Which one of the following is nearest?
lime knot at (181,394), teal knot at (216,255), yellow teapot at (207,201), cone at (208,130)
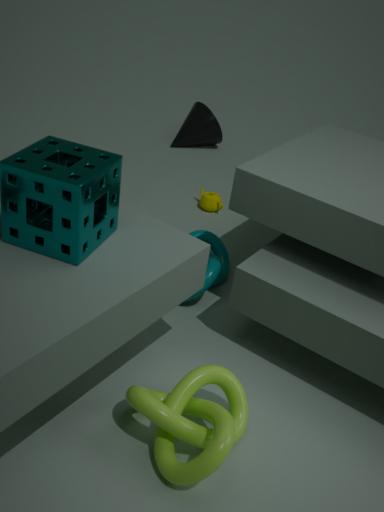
lime knot at (181,394)
